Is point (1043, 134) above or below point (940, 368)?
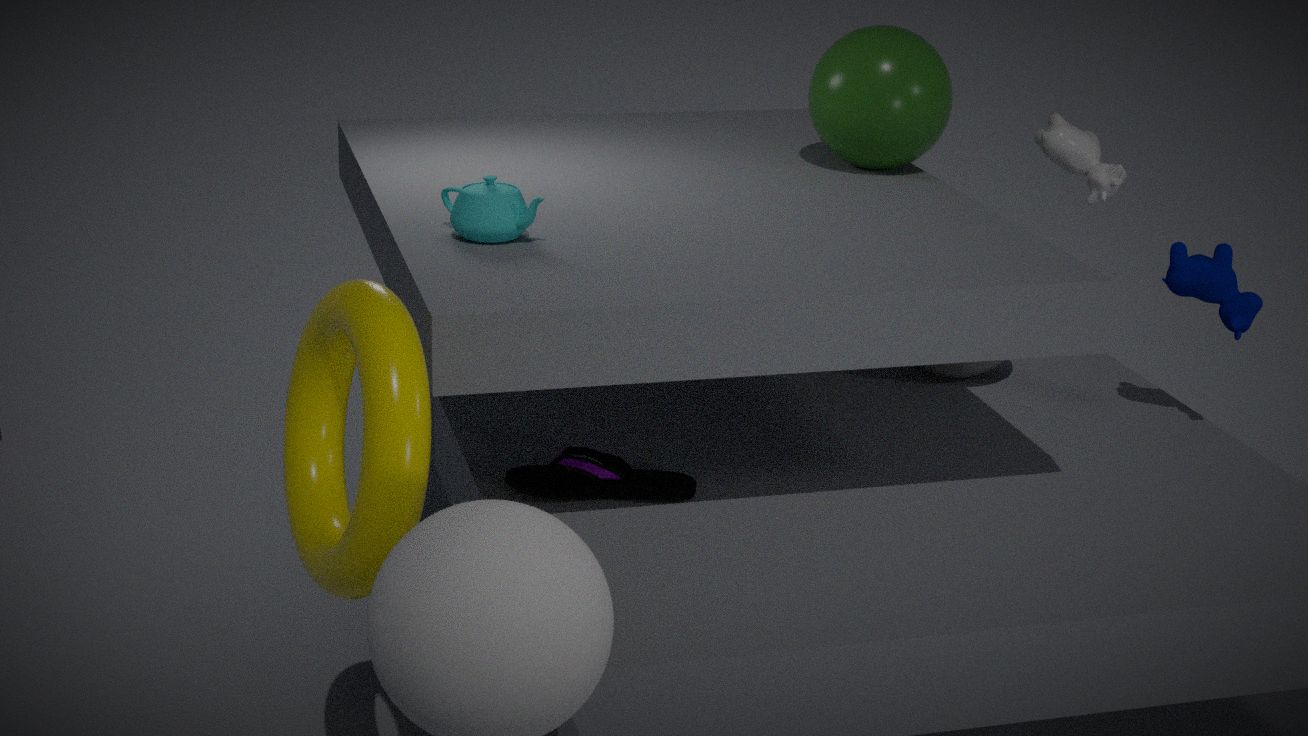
above
